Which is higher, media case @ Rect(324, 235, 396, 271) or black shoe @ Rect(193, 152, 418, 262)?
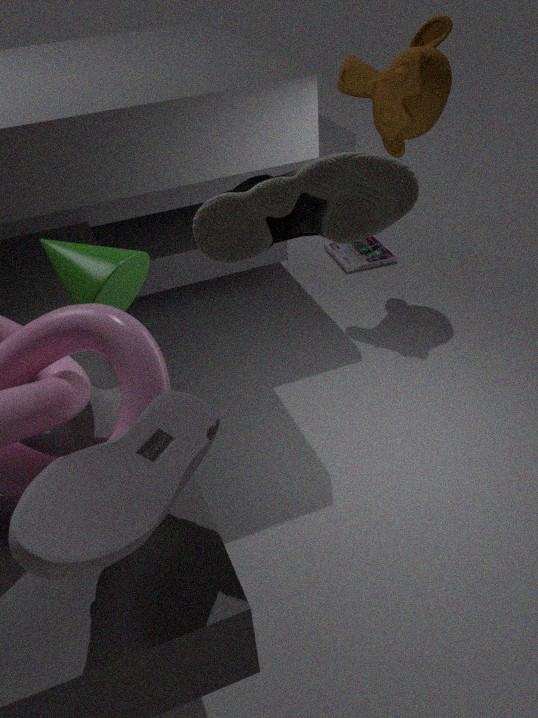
black shoe @ Rect(193, 152, 418, 262)
